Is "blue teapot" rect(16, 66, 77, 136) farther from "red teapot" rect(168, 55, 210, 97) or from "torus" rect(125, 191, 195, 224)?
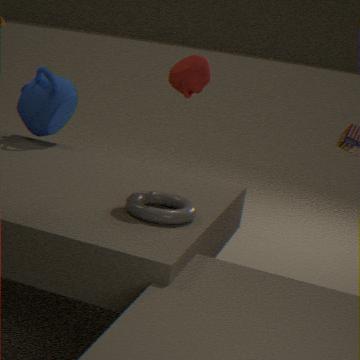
"torus" rect(125, 191, 195, 224)
